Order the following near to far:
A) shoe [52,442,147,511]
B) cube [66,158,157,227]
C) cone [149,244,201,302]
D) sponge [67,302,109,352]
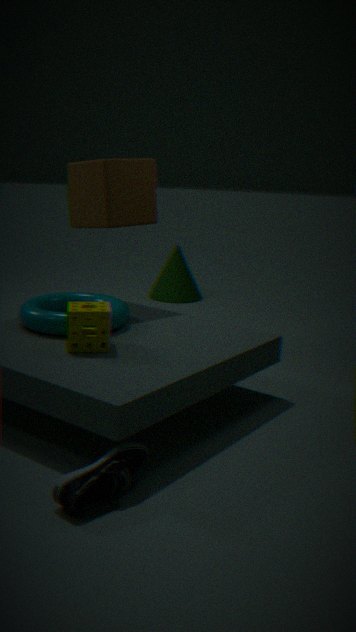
shoe [52,442,147,511], sponge [67,302,109,352], cube [66,158,157,227], cone [149,244,201,302]
